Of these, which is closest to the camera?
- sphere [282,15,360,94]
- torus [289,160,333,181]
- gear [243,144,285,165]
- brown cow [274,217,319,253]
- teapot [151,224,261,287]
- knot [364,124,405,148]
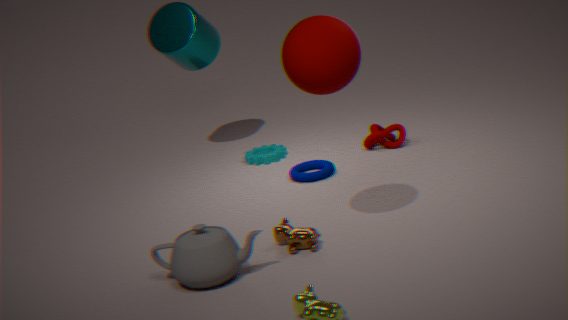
sphere [282,15,360,94]
